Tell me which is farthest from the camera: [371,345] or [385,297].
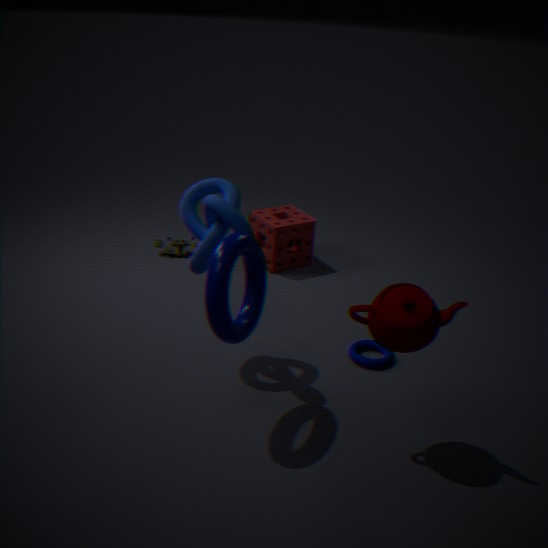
[371,345]
